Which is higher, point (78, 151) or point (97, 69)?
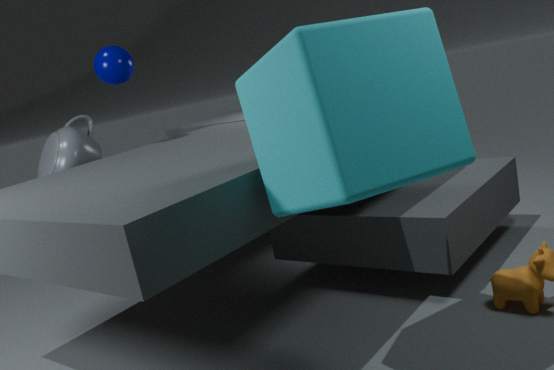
point (97, 69)
